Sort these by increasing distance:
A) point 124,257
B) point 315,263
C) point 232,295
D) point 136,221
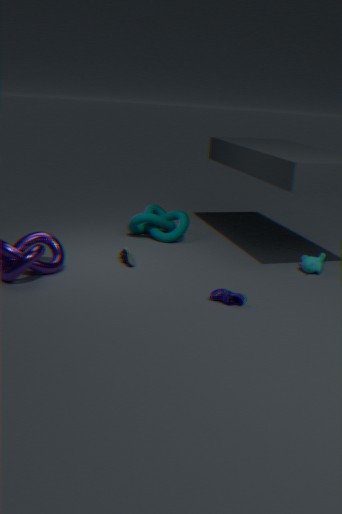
point 232,295 < point 124,257 < point 315,263 < point 136,221
